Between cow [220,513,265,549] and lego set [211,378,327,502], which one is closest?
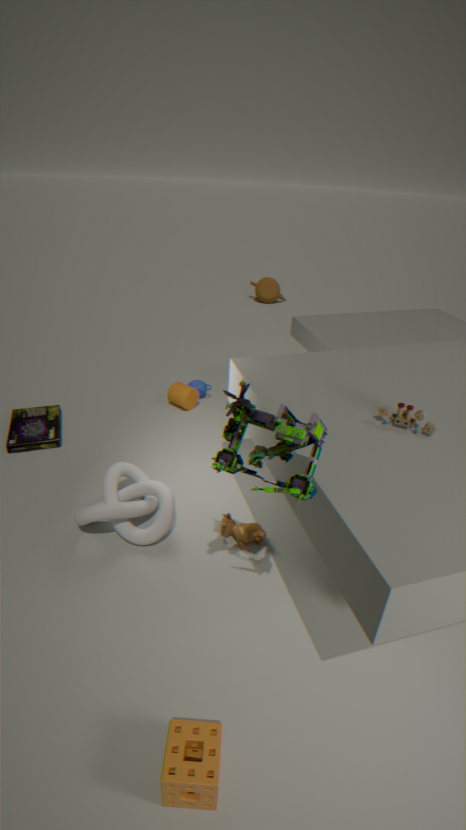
lego set [211,378,327,502]
